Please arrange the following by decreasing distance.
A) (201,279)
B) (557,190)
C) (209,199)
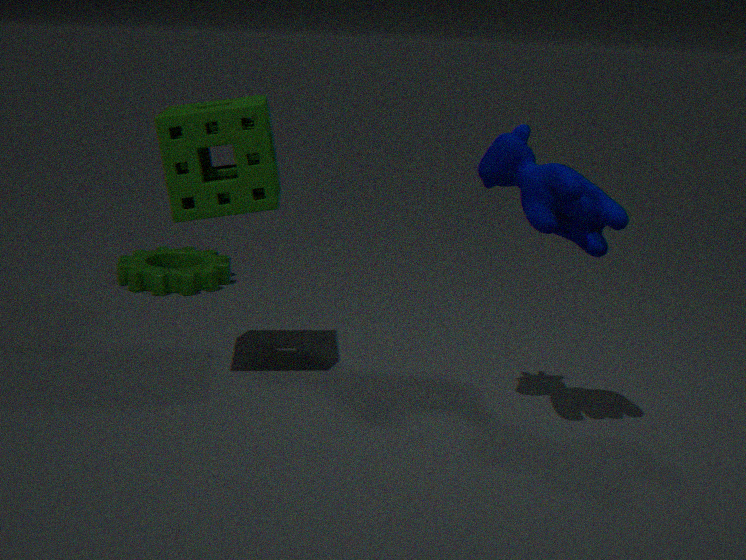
(201,279) → (209,199) → (557,190)
